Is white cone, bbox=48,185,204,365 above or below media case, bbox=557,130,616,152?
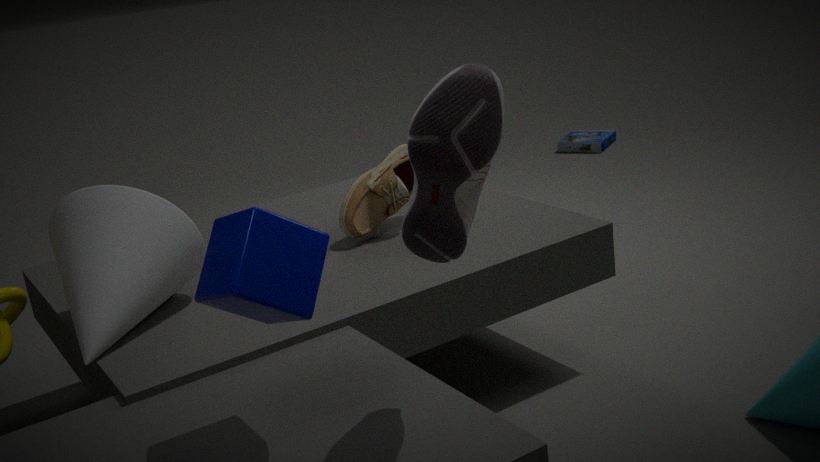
above
